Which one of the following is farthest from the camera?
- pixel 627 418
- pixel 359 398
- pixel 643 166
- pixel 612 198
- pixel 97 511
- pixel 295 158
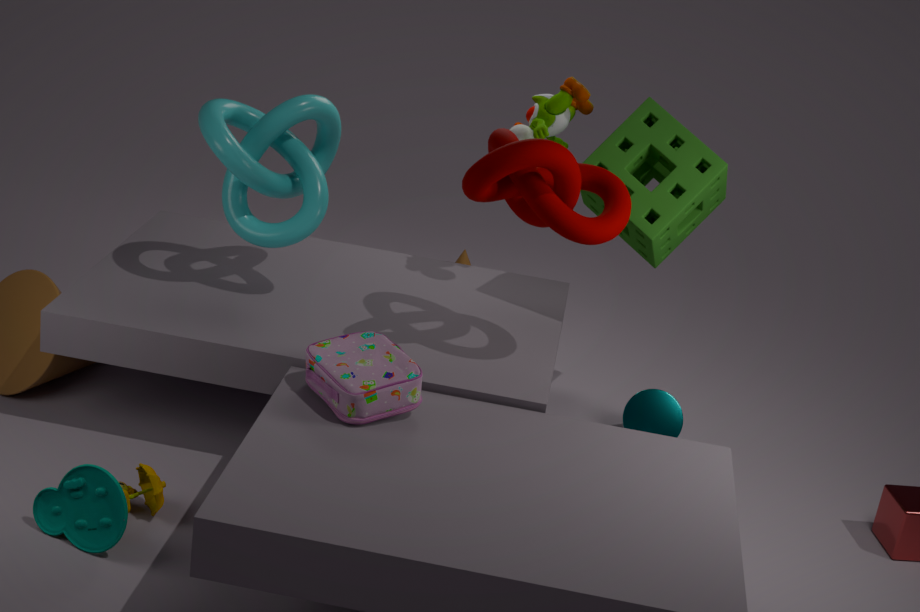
pixel 627 418
